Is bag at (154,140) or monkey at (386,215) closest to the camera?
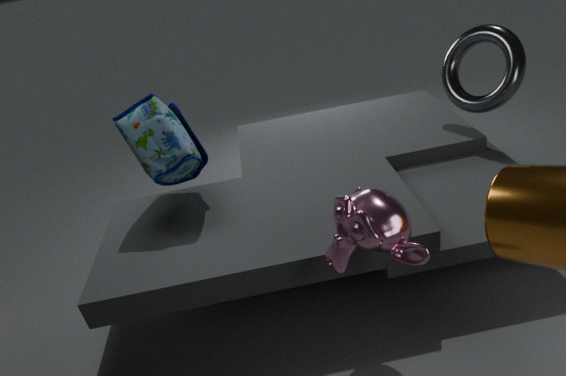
monkey at (386,215)
